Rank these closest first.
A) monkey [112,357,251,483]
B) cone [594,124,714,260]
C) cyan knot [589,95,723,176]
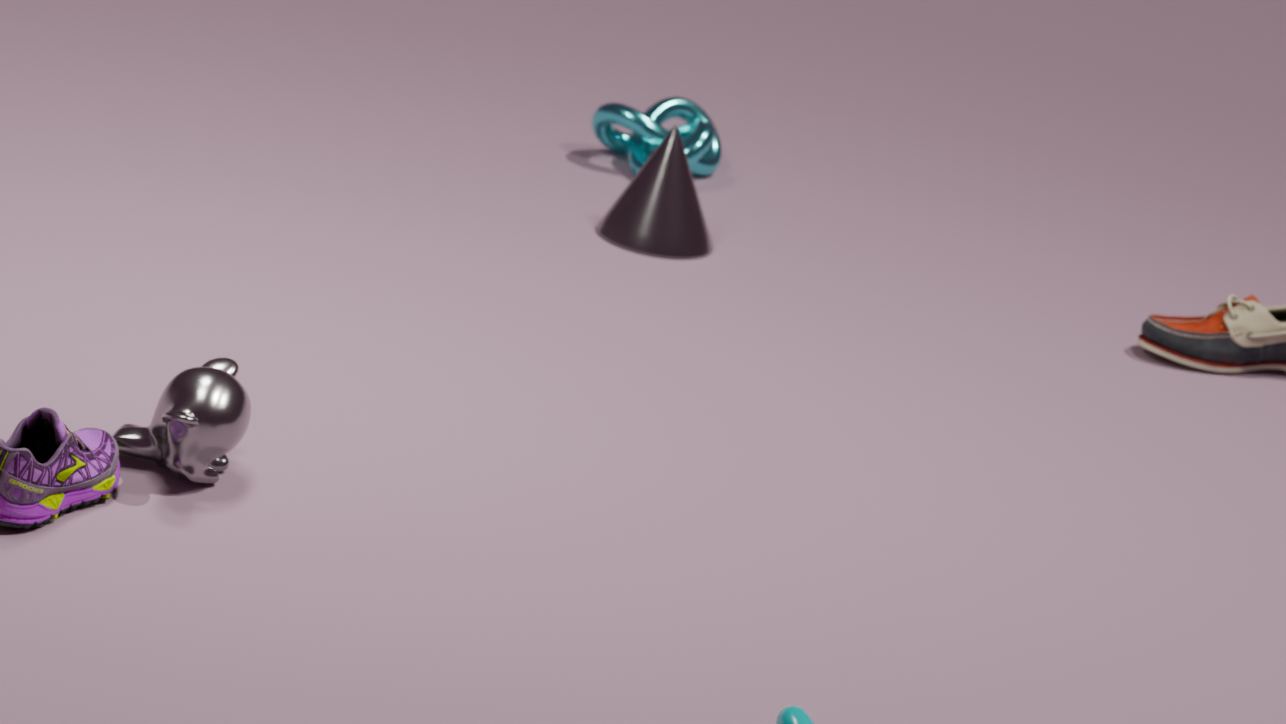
monkey [112,357,251,483] < cone [594,124,714,260] < cyan knot [589,95,723,176]
